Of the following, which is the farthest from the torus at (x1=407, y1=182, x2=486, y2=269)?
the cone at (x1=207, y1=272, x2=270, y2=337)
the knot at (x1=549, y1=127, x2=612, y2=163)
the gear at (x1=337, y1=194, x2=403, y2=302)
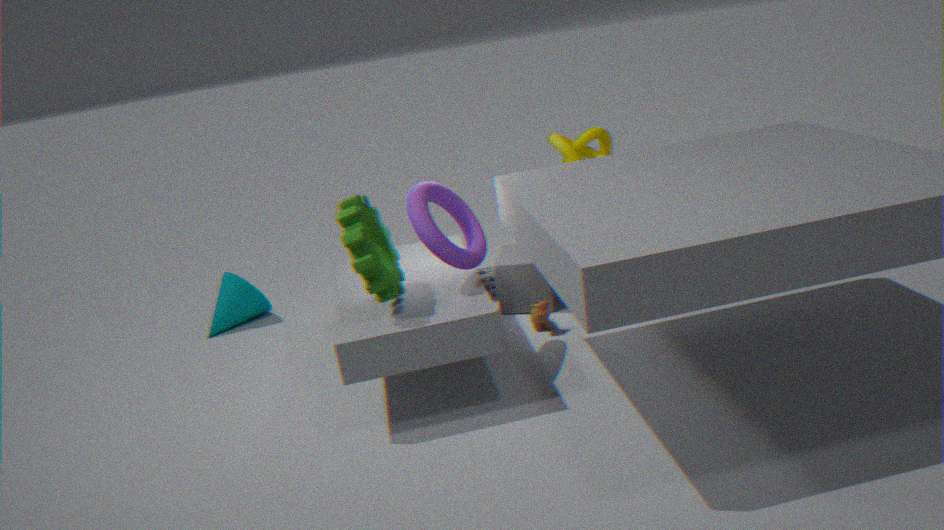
the cone at (x1=207, y1=272, x2=270, y2=337)
